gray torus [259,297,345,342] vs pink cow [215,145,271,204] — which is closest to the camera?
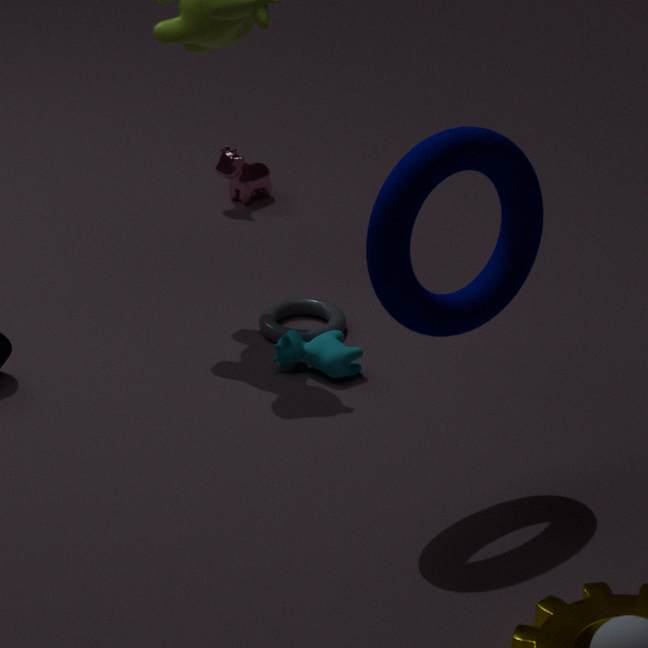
gray torus [259,297,345,342]
